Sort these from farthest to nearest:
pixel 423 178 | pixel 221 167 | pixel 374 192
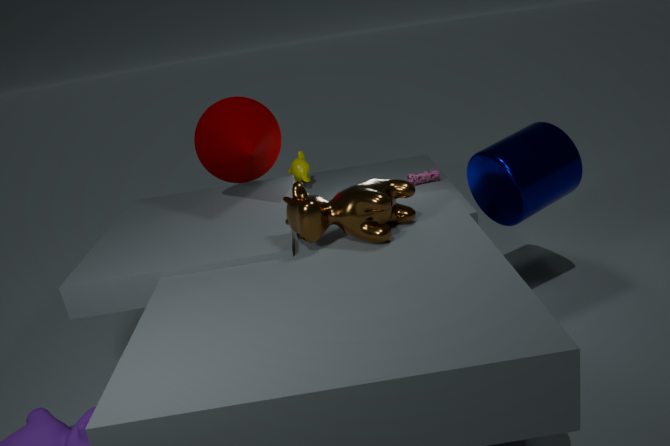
pixel 423 178, pixel 221 167, pixel 374 192
